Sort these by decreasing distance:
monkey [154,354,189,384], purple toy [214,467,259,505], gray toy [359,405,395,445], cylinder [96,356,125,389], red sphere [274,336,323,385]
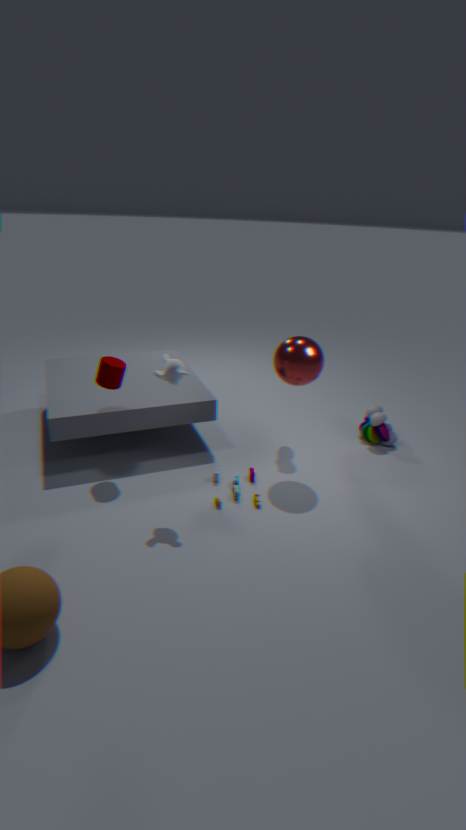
1. gray toy [359,405,395,445]
2. cylinder [96,356,125,389]
3. purple toy [214,467,259,505]
4. red sphere [274,336,323,385]
5. monkey [154,354,189,384]
